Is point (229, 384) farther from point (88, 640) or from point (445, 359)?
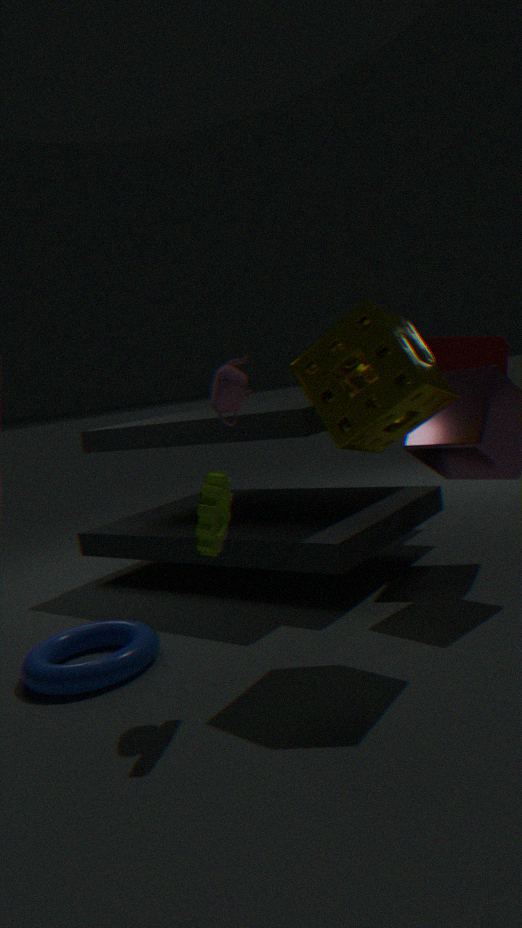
point (445, 359)
